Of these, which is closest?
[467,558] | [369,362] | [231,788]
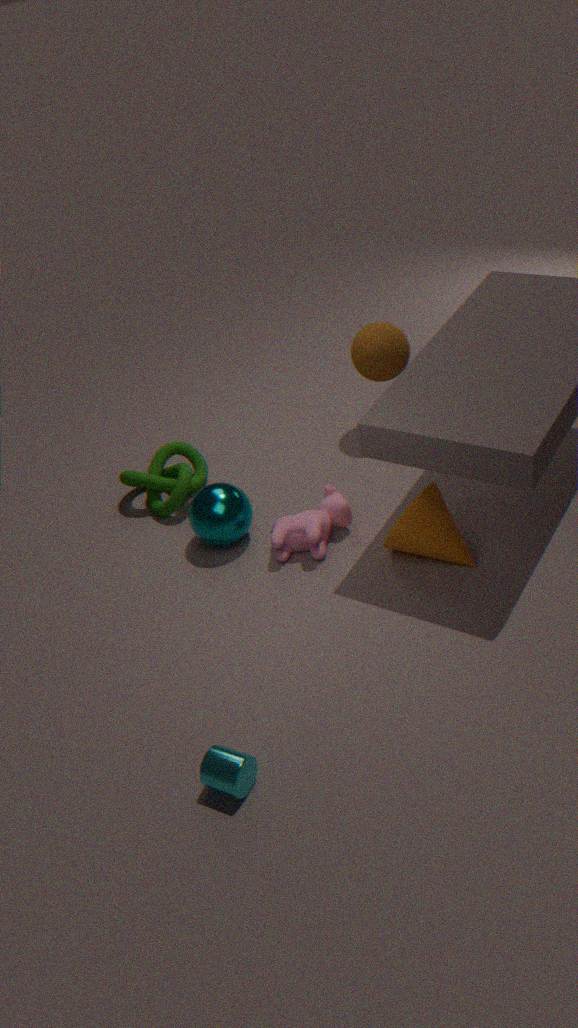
[231,788]
